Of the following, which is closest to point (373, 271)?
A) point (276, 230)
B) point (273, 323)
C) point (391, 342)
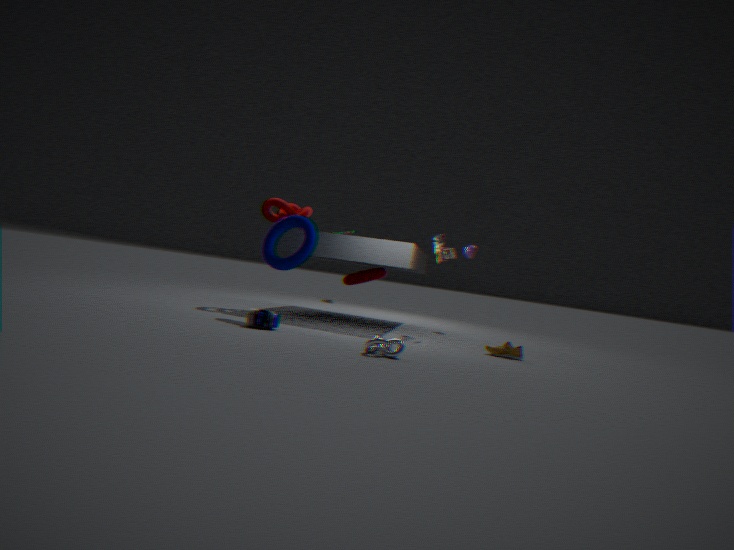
point (276, 230)
